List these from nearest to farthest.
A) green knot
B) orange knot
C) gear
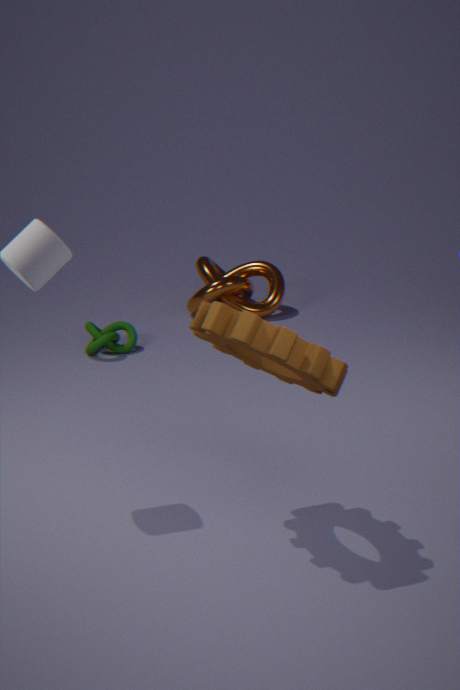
gear < green knot < orange knot
